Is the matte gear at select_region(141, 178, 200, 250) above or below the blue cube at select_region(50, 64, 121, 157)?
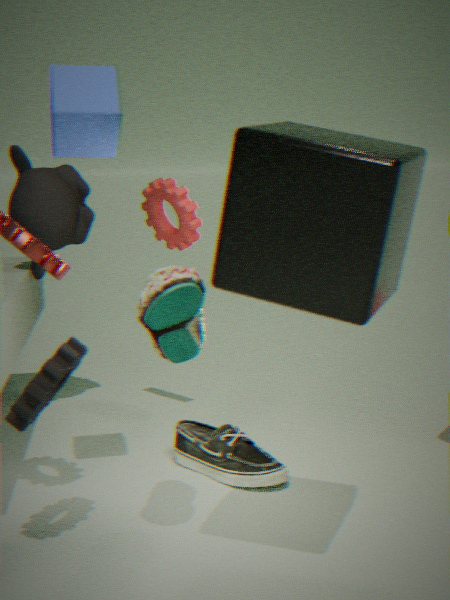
below
